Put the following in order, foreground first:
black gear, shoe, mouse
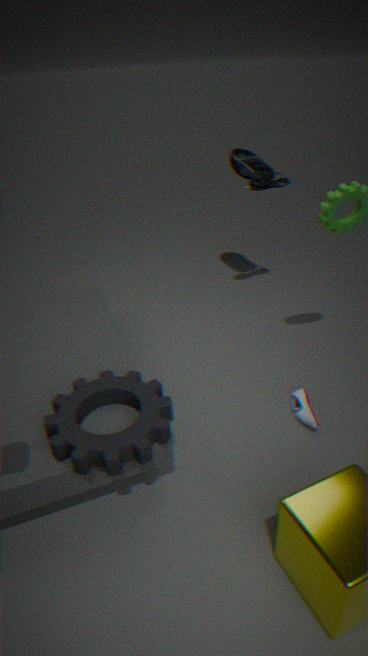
black gear
shoe
mouse
